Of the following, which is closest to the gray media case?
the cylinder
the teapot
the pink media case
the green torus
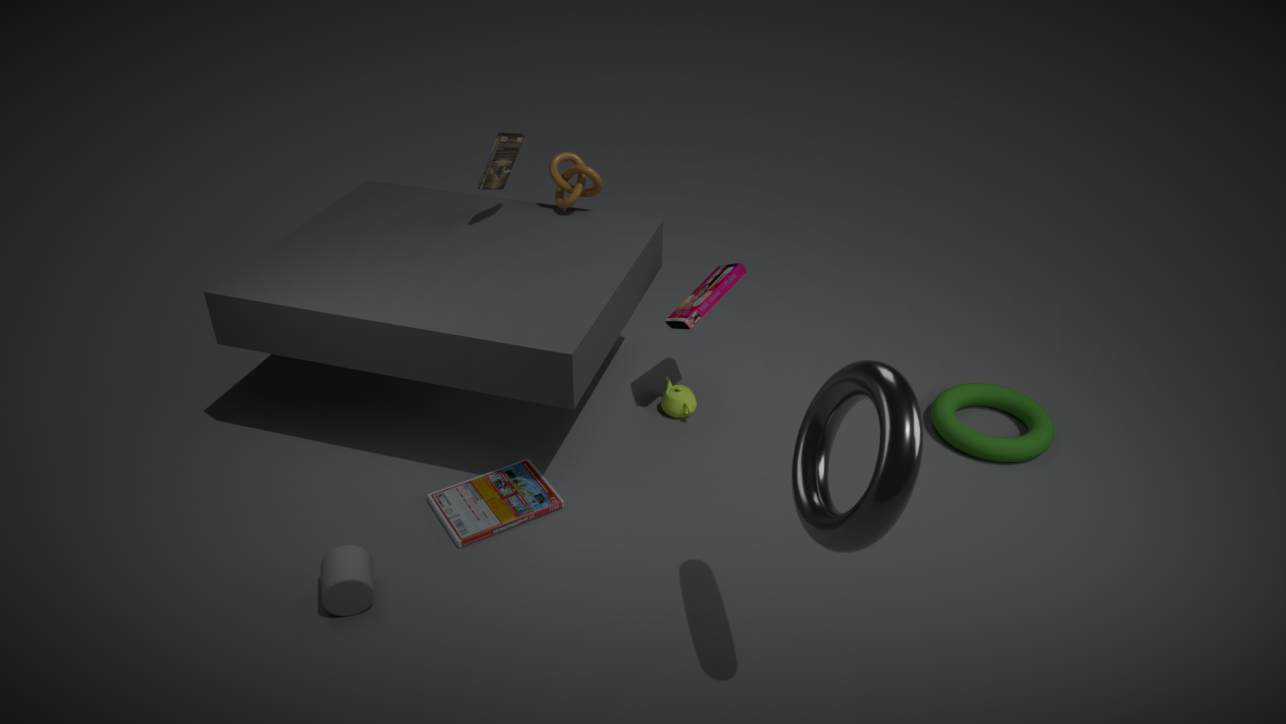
the cylinder
